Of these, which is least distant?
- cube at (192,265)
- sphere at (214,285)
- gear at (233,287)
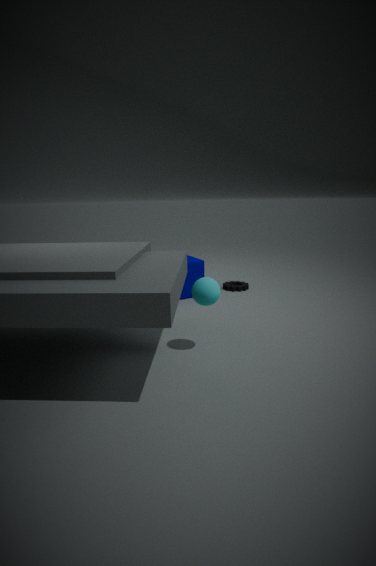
sphere at (214,285)
